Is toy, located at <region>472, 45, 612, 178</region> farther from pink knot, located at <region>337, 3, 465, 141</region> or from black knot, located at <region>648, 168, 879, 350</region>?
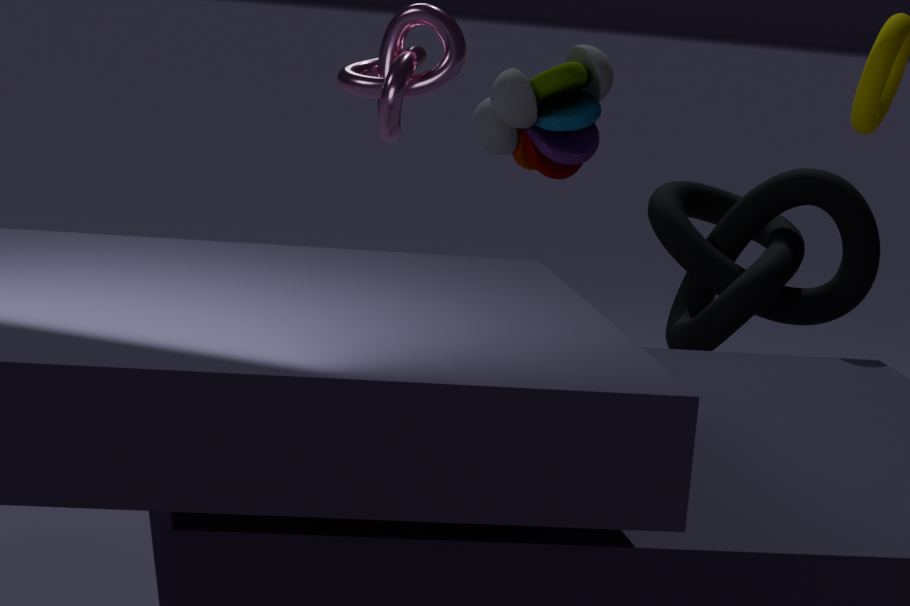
pink knot, located at <region>337, 3, 465, 141</region>
